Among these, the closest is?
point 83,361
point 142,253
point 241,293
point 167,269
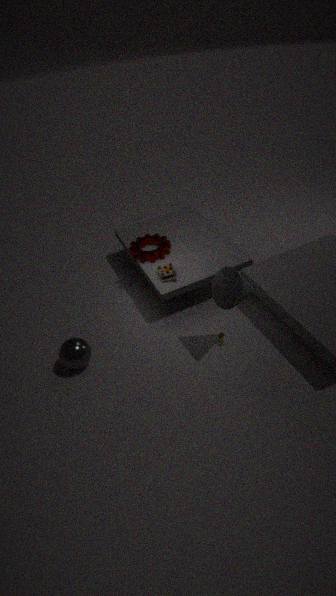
point 241,293
